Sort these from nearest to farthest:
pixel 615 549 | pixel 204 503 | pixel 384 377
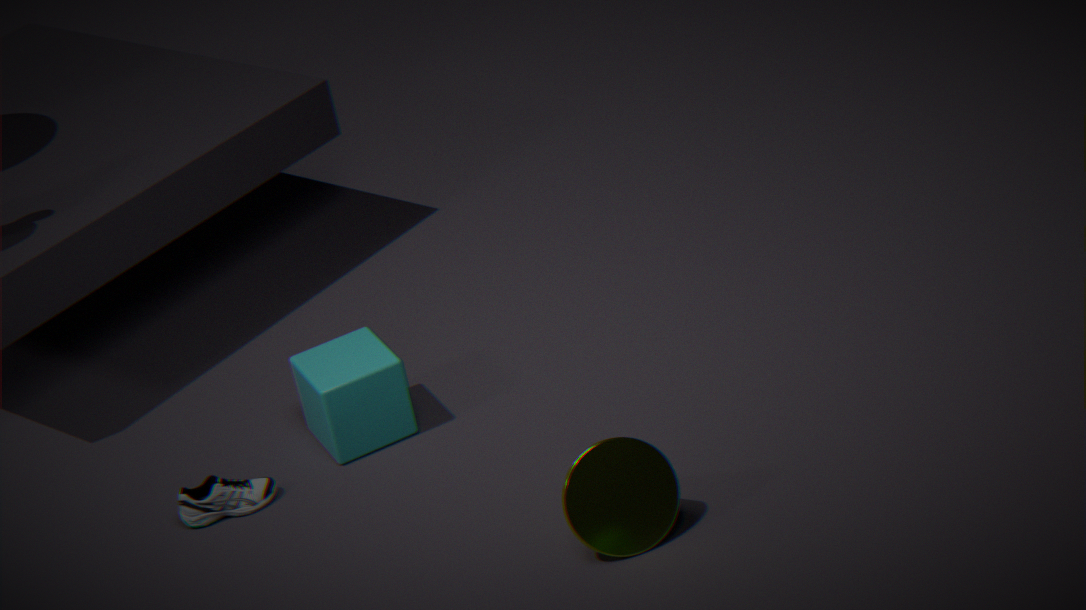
1. pixel 615 549
2. pixel 204 503
3. pixel 384 377
